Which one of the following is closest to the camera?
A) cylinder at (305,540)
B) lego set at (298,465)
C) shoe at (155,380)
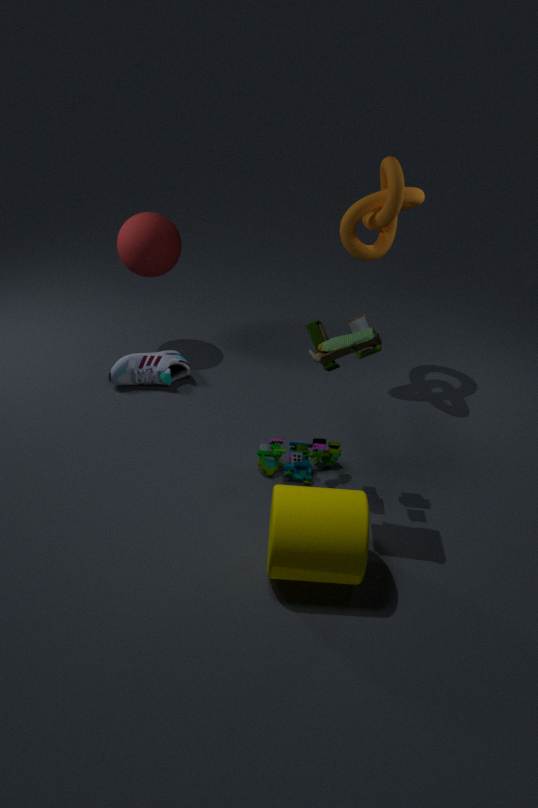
cylinder at (305,540)
